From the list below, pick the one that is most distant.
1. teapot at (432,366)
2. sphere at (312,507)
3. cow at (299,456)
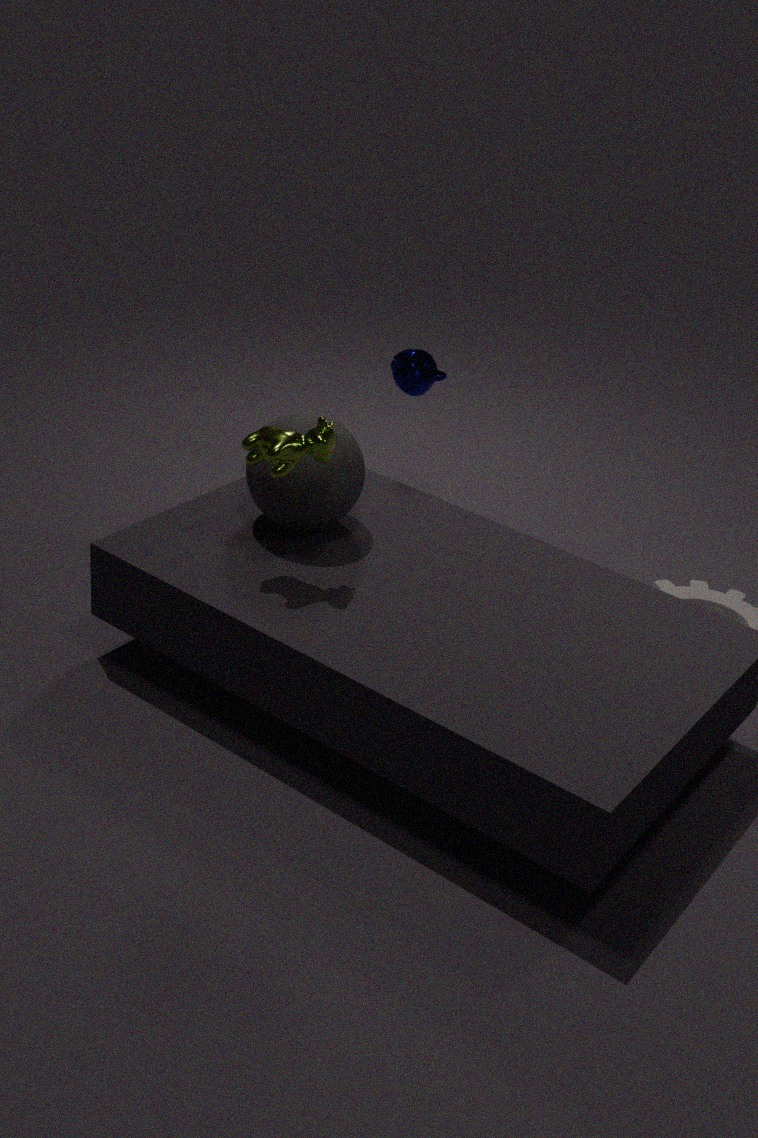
teapot at (432,366)
